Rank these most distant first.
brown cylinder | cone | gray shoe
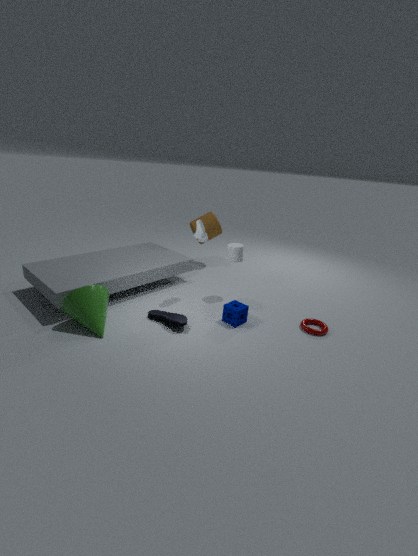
brown cylinder
gray shoe
cone
